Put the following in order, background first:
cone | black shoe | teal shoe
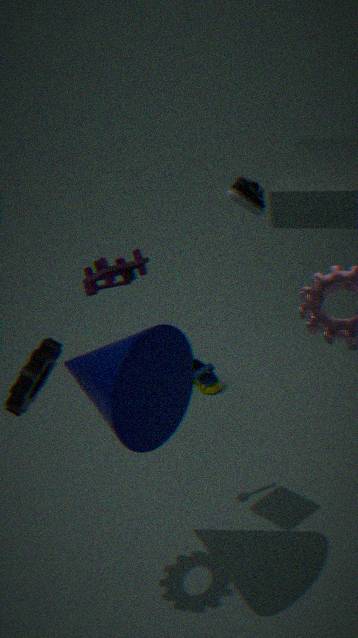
teal shoe
black shoe
cone
